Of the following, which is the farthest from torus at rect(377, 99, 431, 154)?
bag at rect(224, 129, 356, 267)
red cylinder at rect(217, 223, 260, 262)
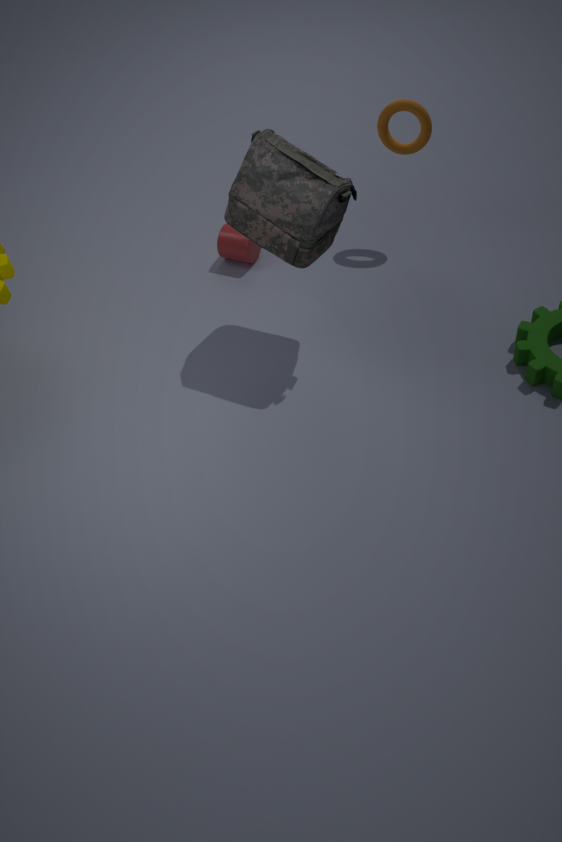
red cylinder at rect(217, 223, 260, 262)
